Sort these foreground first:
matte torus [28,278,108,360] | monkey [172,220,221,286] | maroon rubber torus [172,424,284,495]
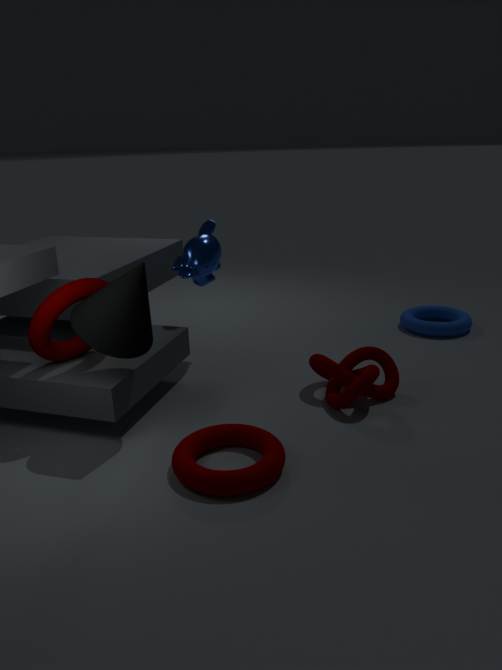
maroon rubber torus [172,424,284,495] → matte torus [28,278,108,360] → monkey [172,220,221,286]
